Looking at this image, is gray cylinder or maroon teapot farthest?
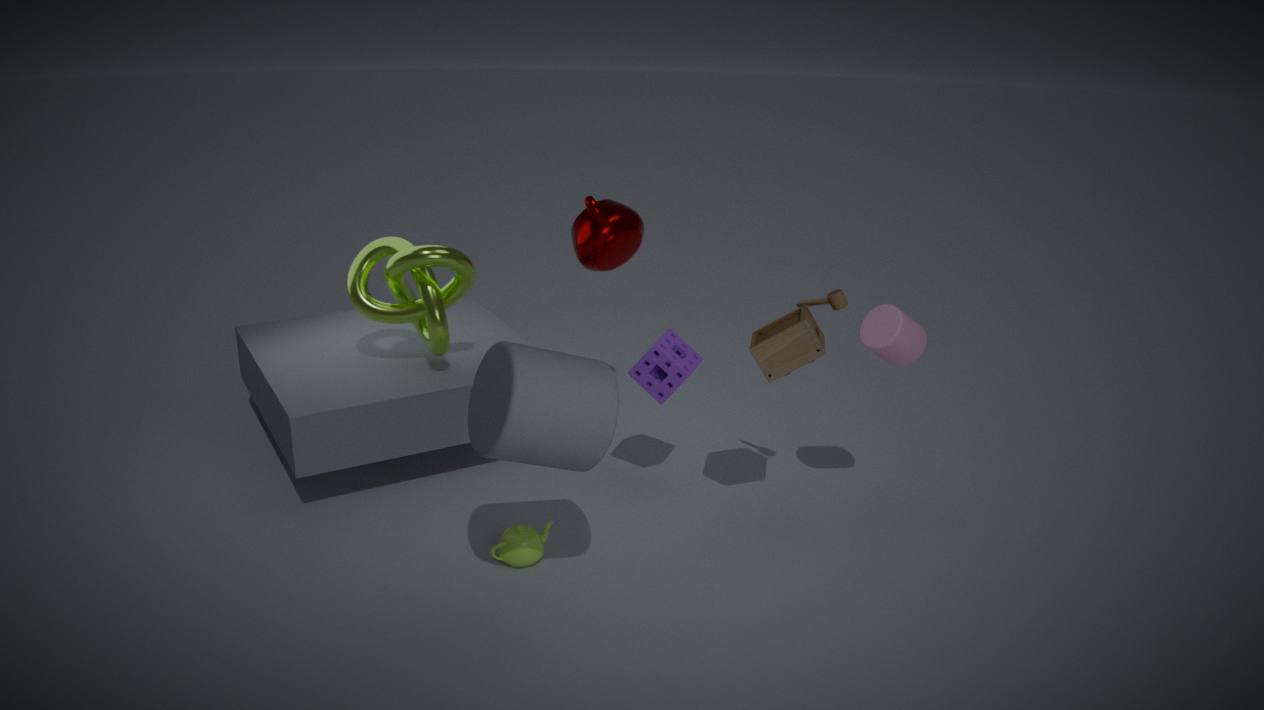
maroon teapot
